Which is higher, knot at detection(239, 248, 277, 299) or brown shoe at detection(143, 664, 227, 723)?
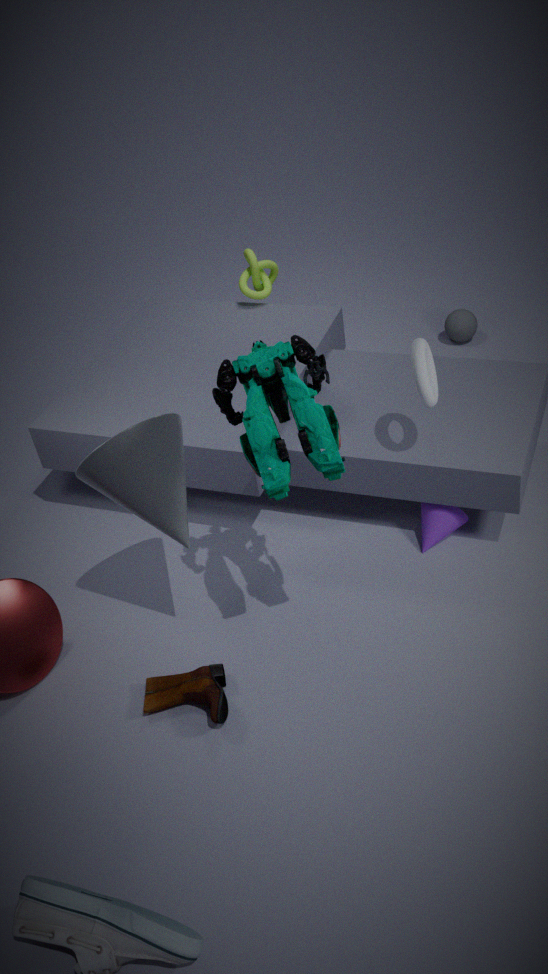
knot at detection(239, 248, 277, 299)
